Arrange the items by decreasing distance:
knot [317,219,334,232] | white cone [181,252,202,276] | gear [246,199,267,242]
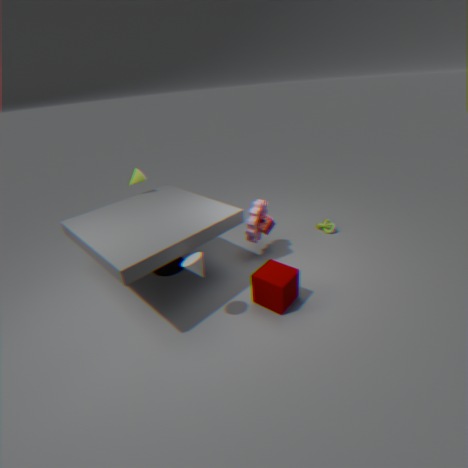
knot [317,219,334,232] → gear [246,199,267,242] → white cone [181,252,202,276]
